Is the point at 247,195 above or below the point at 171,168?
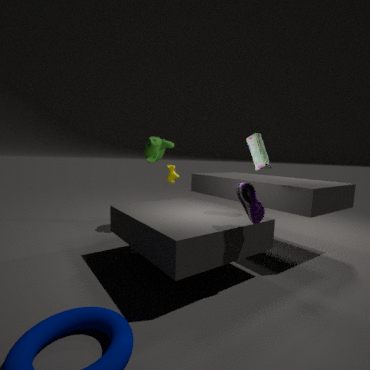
below
